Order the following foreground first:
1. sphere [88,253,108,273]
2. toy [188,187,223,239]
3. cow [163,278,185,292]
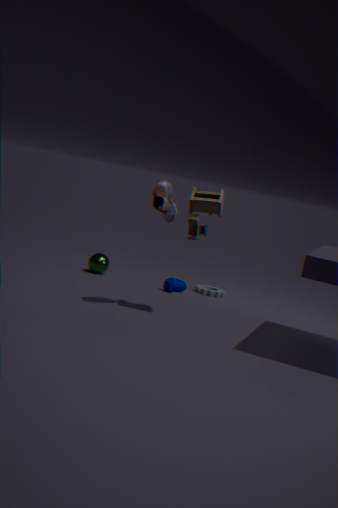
toy [188,187,223,239] < cow [163,278,185,292] < sphere [88,253,108,273]
